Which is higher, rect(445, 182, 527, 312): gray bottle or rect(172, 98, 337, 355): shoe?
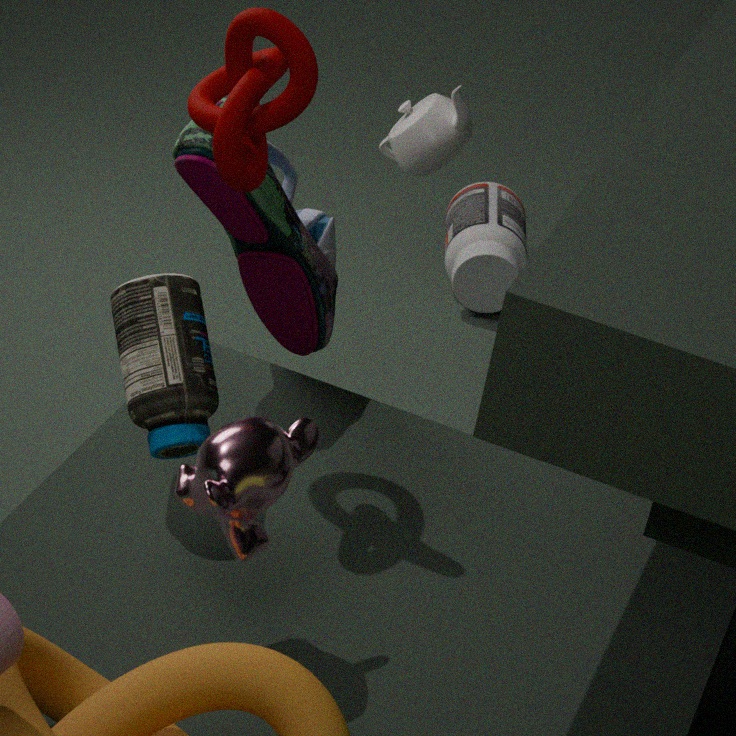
rect(172, 98, 337, 355): shoe
